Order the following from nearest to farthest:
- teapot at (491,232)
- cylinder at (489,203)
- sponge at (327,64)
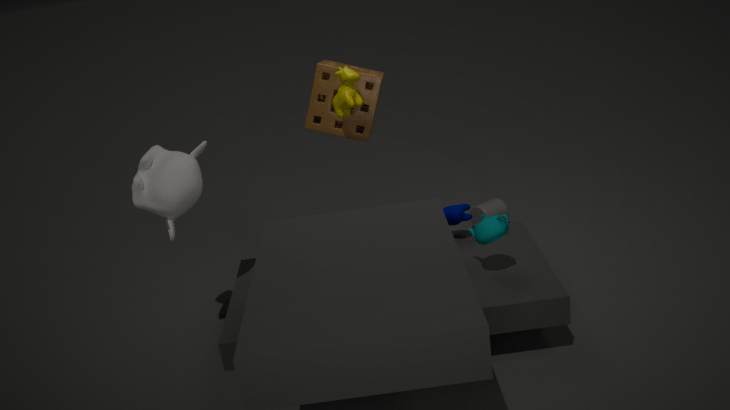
teapot at (491,232) → sponge at (327,64) → cylinder at (489,203)
